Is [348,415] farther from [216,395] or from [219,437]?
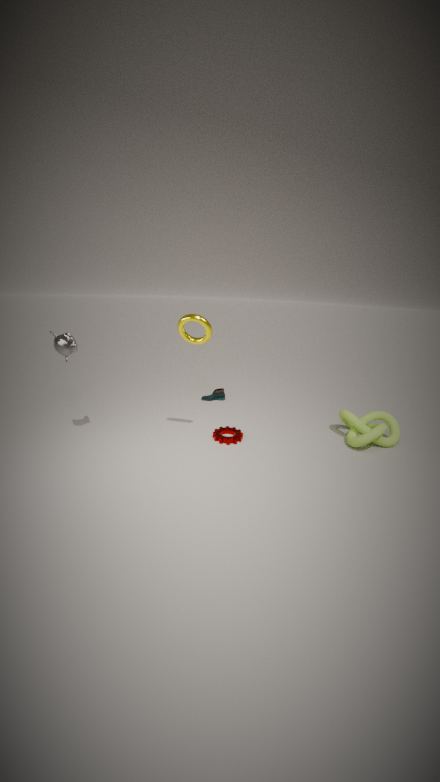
[216,395]
